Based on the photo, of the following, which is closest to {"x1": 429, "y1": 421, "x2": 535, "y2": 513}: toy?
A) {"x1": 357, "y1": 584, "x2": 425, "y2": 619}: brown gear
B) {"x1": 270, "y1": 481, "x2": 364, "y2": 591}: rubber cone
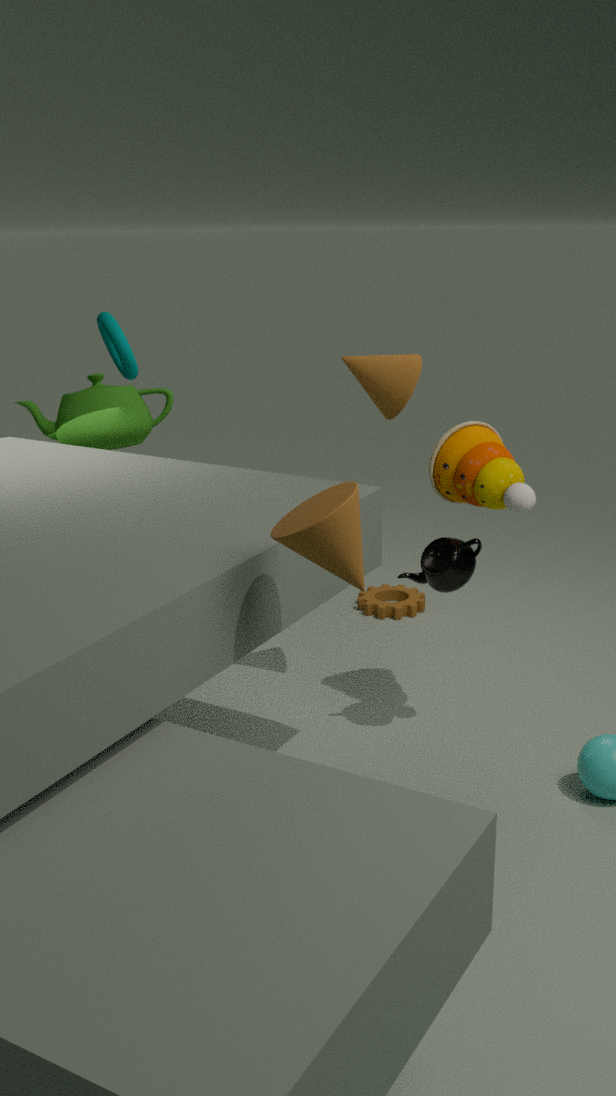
{"x1": 270, "y1": 481, "x2": 364, "y2": 591}: rubber cone
